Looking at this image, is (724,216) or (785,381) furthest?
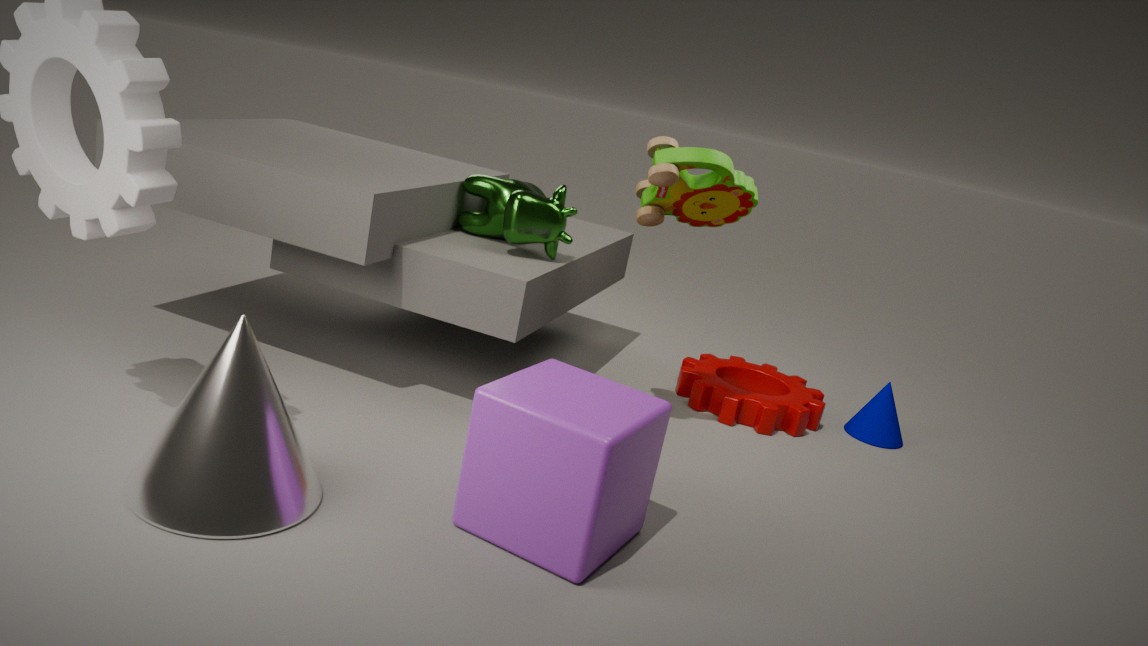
(785,381)
